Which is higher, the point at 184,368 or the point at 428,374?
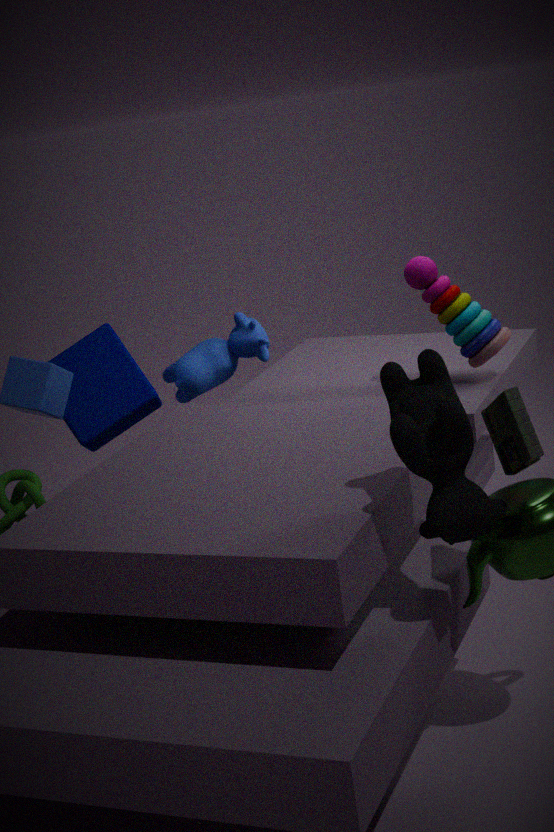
the point at 428,374
